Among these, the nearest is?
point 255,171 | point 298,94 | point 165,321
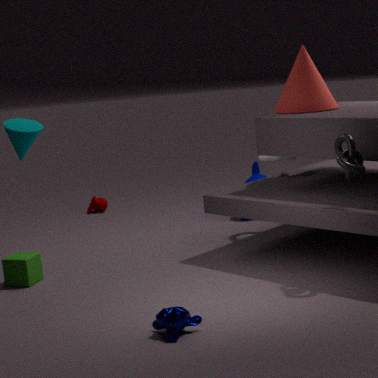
point 165,321
